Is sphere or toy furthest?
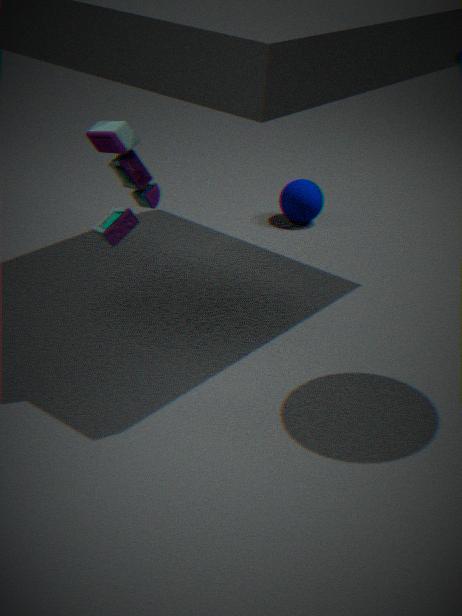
sphere
